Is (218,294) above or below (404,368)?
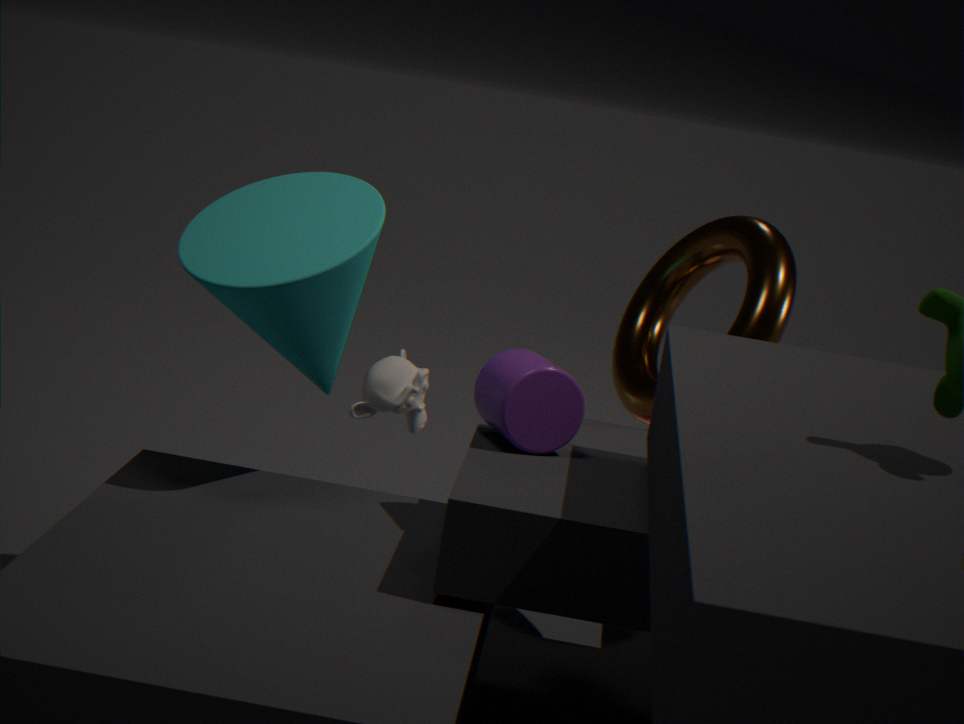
above
